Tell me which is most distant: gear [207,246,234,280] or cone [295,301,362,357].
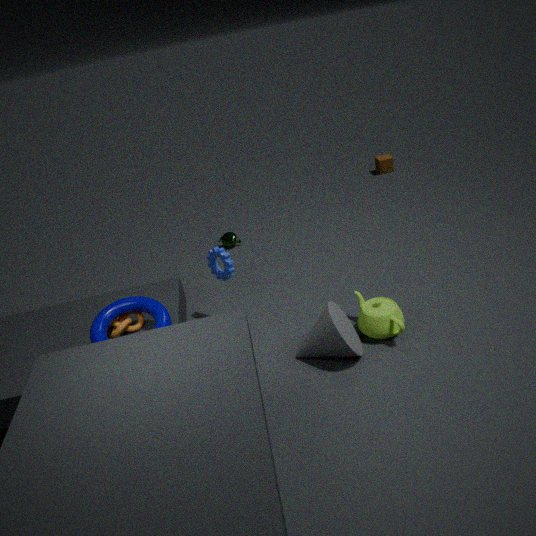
gear [207,246,234,280]
